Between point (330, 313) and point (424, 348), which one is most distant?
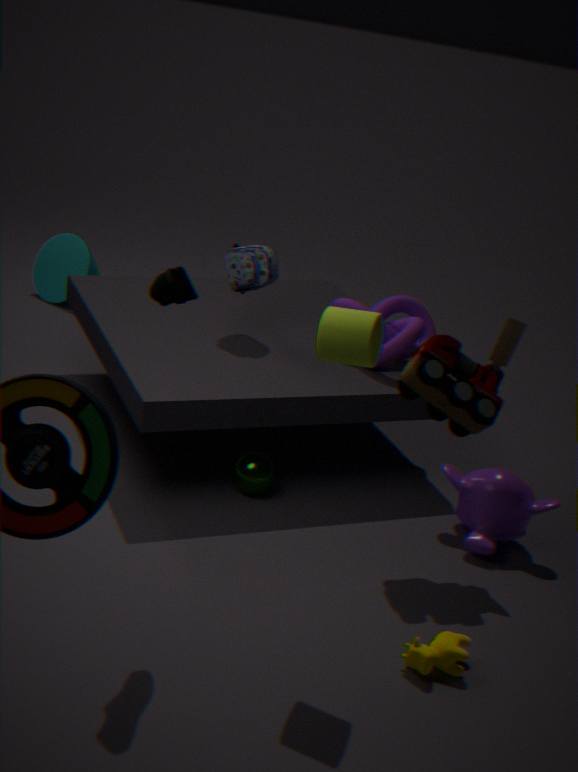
point (424, 348)
